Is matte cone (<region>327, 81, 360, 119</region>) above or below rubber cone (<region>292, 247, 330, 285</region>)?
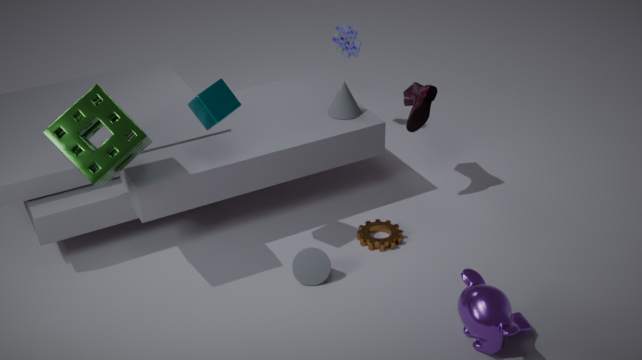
above
